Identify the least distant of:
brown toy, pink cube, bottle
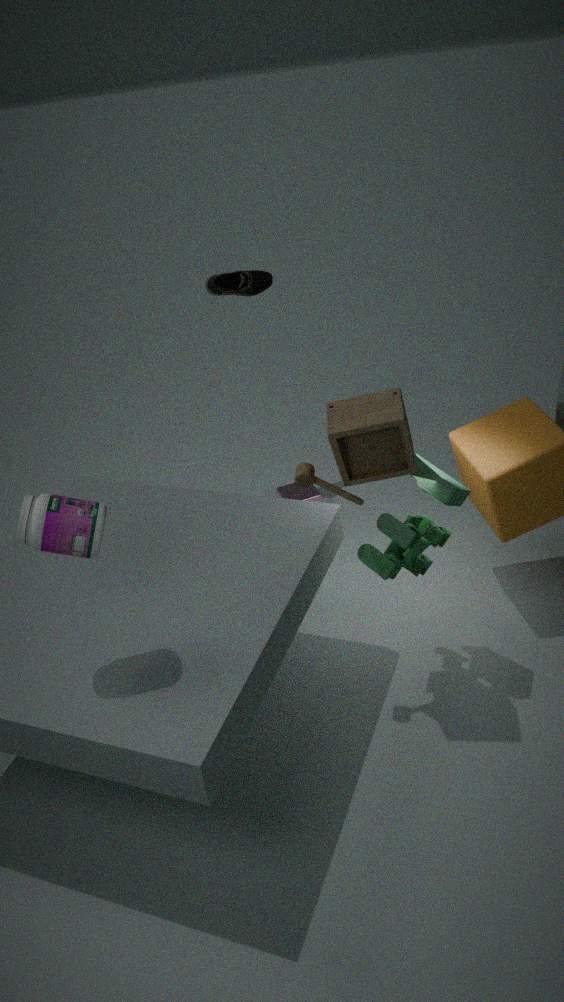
bottle
